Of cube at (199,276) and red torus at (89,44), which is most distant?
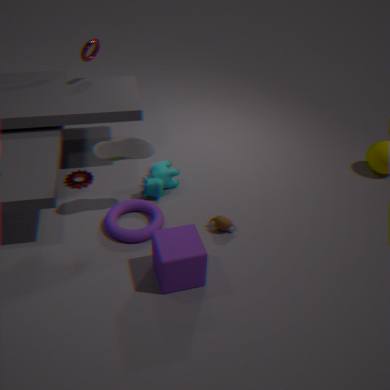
red torus at (89,44)
